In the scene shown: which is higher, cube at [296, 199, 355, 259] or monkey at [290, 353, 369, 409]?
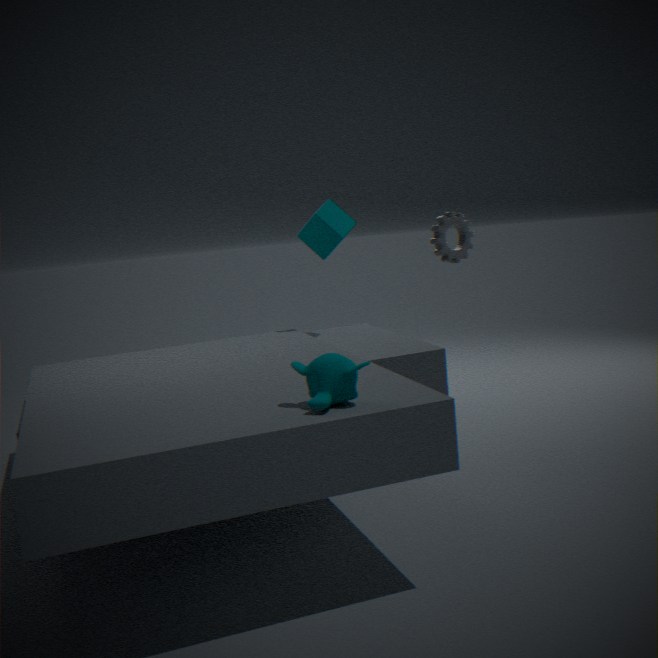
cube at [296, 199, 355, 259]
